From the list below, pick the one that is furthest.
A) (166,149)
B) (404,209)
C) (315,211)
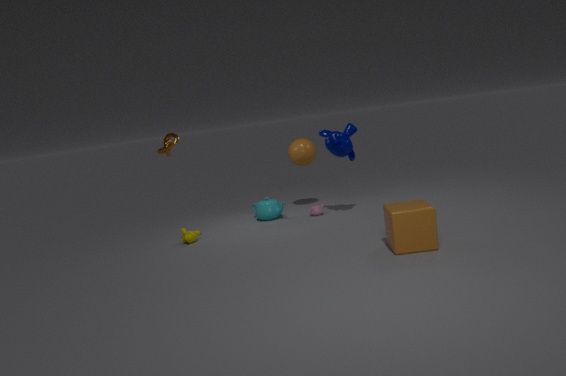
(315,211)
